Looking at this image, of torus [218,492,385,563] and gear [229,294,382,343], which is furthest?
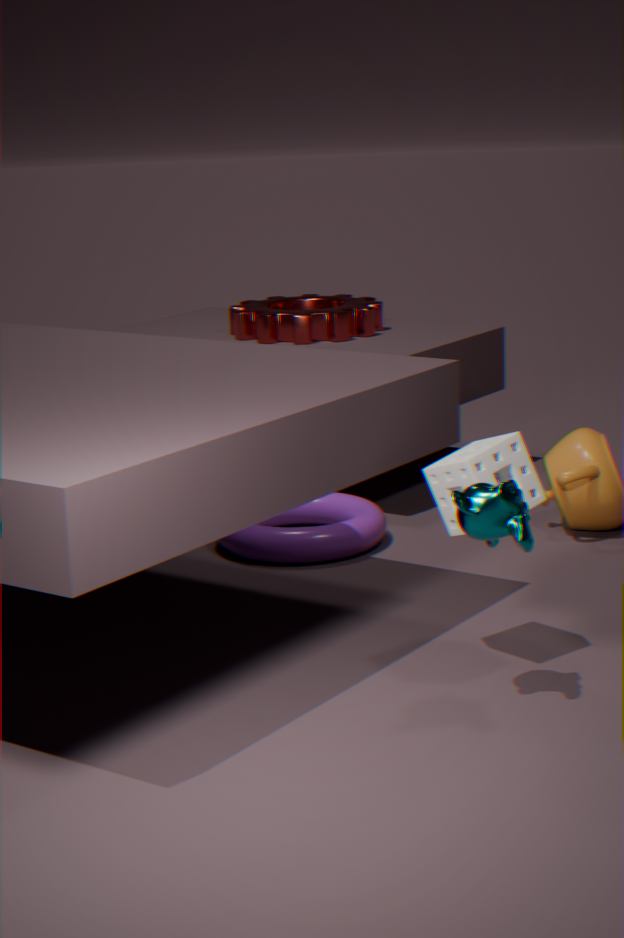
gear [229,294,382,343]
